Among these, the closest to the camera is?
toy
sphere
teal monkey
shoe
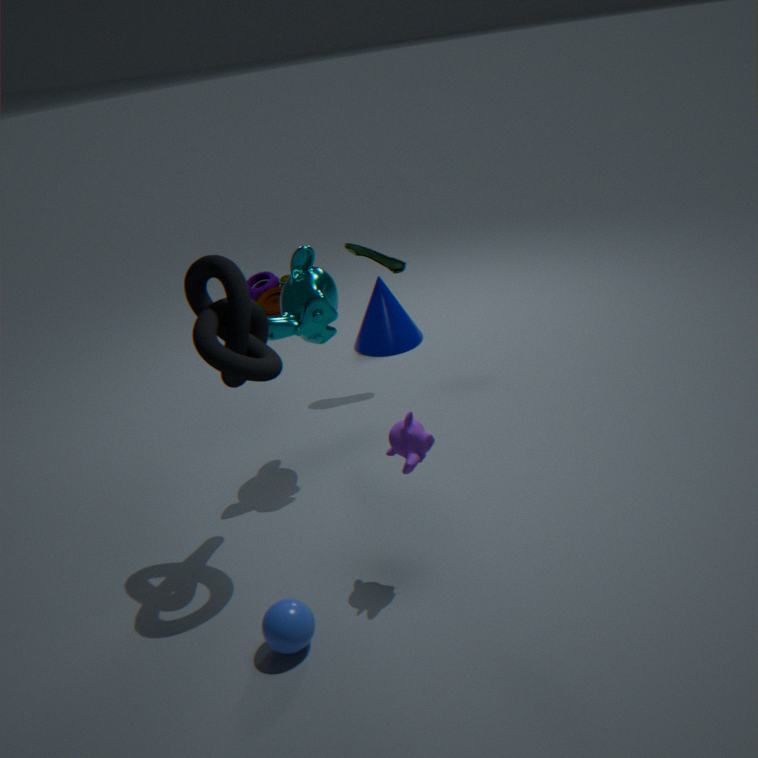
sphere
